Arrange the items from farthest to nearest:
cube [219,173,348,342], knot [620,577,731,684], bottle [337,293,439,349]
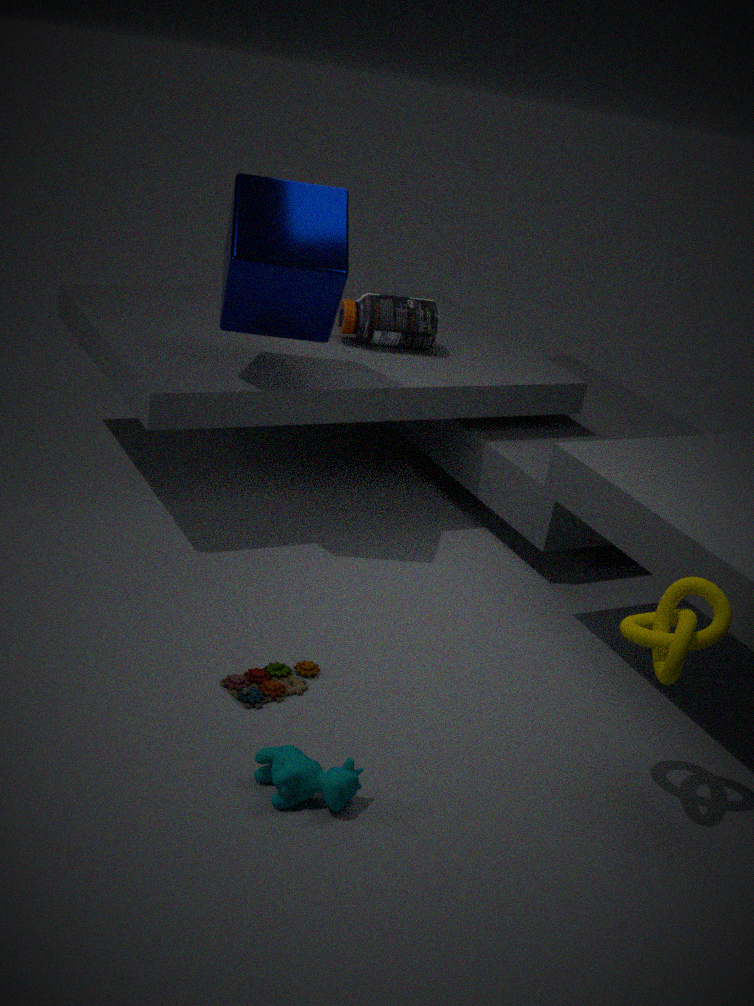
bottle [337,293,439,349] → cube [219,173,348,342] → knot [620,577,731,684]
